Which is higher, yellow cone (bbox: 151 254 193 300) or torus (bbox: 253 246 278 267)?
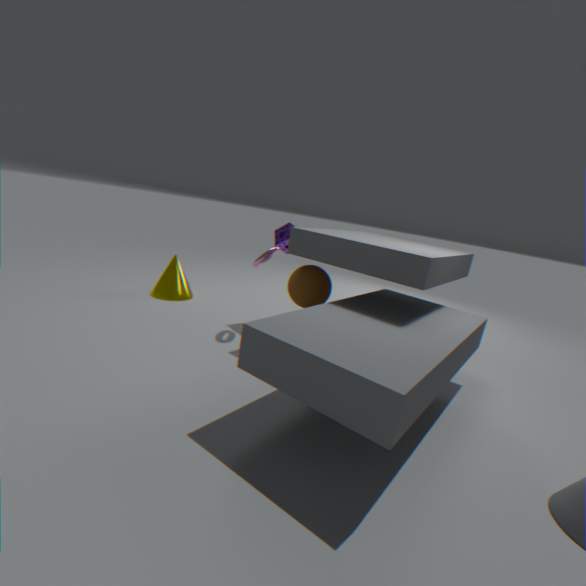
torus (bbox: 253 246 278 267)
